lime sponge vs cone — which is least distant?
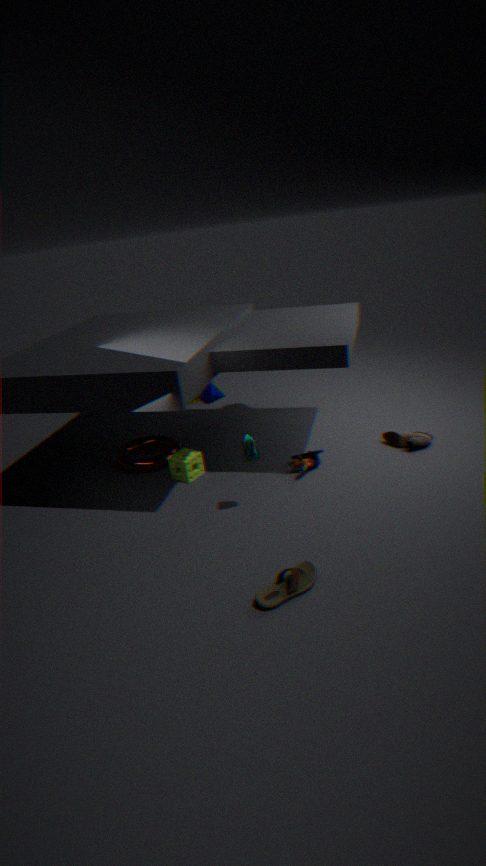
lime sponge
